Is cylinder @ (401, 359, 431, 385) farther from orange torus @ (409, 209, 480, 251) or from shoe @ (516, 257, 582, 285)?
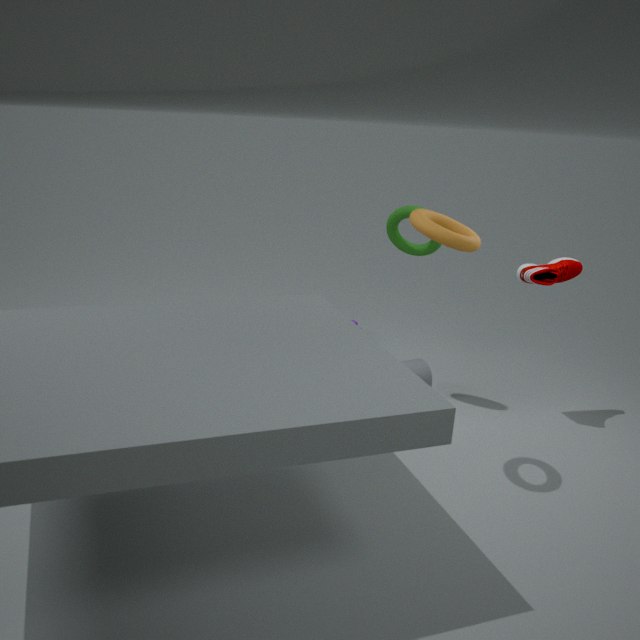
orange torus @ (409, 209, 480, 251)
